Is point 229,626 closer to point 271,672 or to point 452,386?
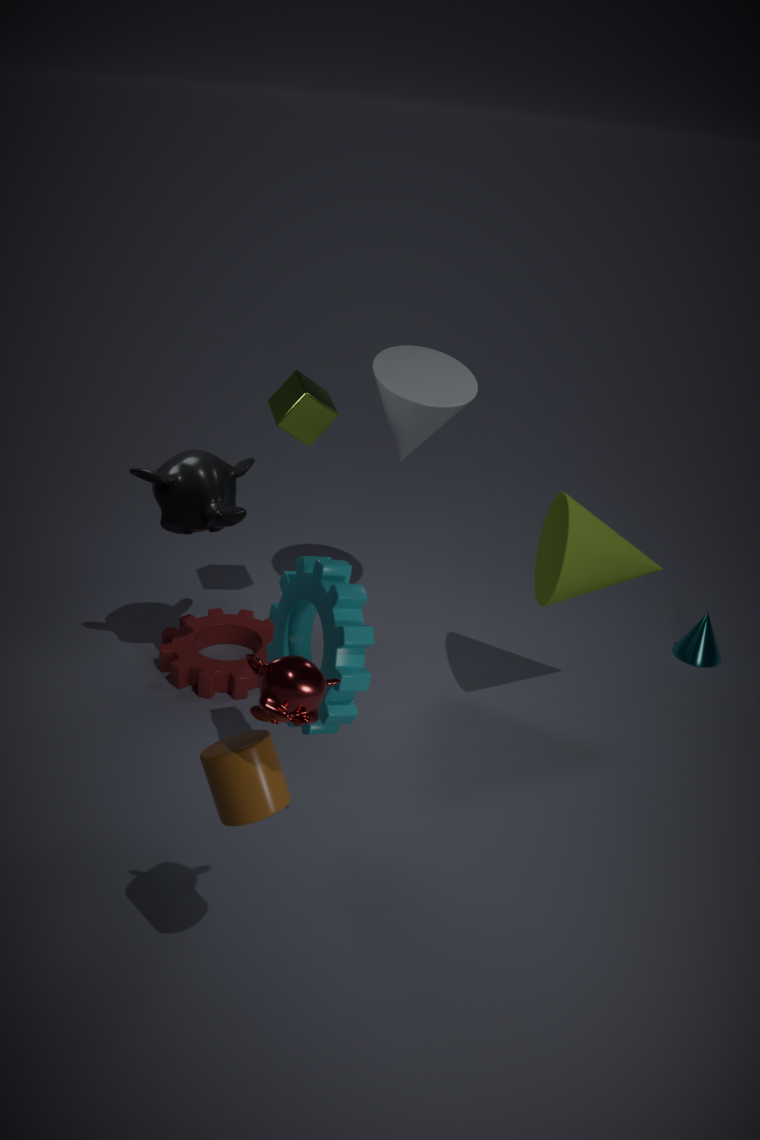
point 452,386
